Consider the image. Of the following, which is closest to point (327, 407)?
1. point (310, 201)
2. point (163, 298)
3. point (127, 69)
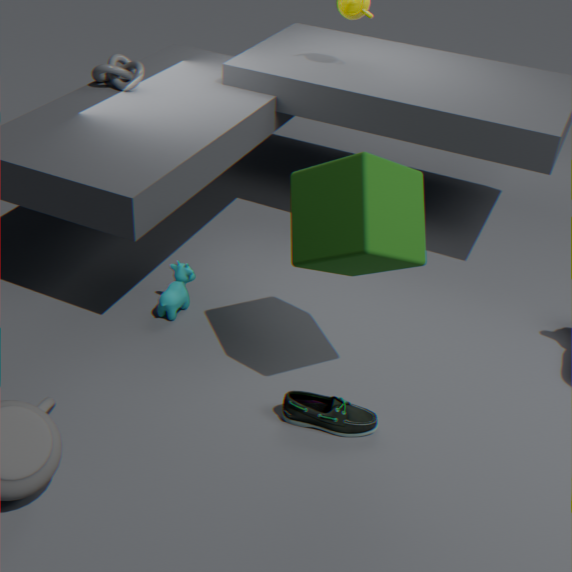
point (310, 201)
